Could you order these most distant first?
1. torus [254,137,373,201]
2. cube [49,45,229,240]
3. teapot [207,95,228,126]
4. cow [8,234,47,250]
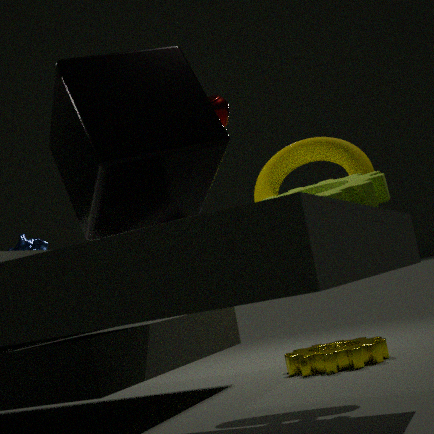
cow [8,234,47,250]
torus [254,137,373,201]
teapot [207,95,228,126]
cube [49,45,229,240]
